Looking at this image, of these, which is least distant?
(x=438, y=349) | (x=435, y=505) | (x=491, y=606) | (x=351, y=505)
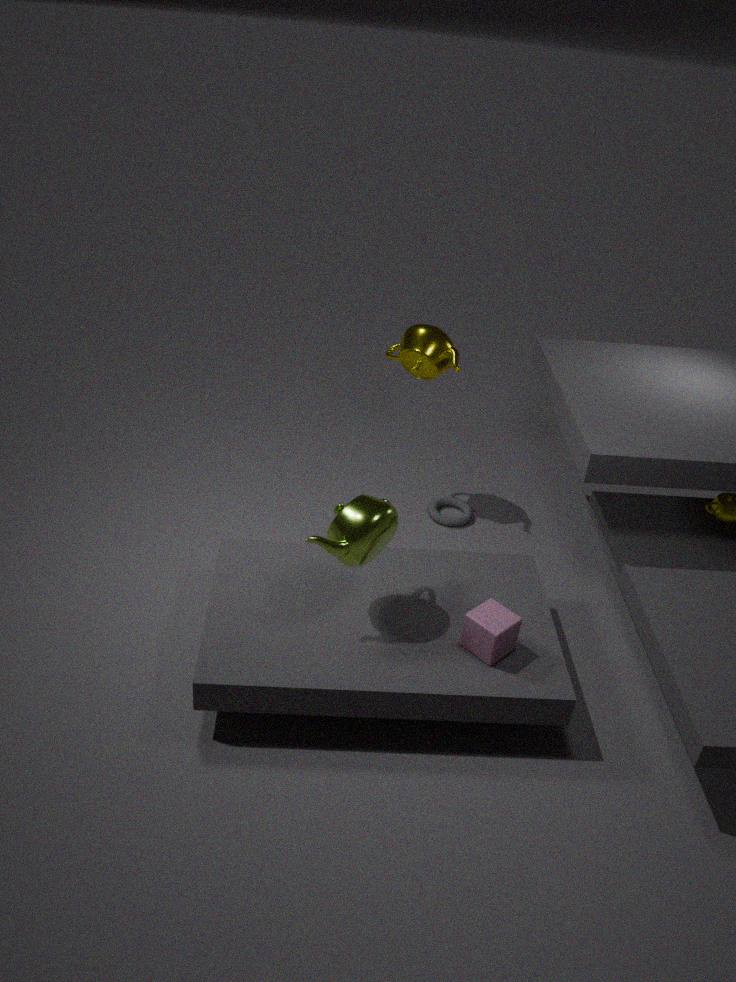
(x=351, y=505)
